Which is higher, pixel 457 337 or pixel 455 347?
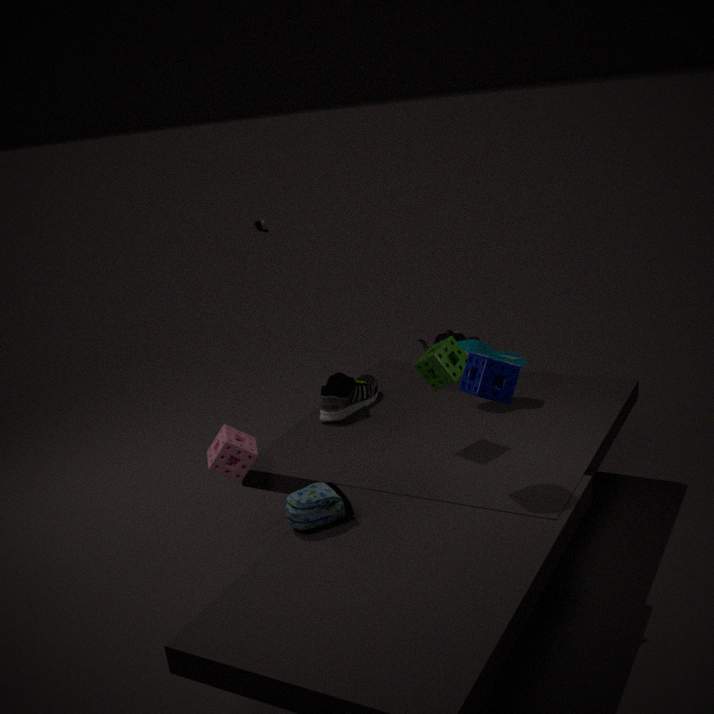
pixel 455 347
